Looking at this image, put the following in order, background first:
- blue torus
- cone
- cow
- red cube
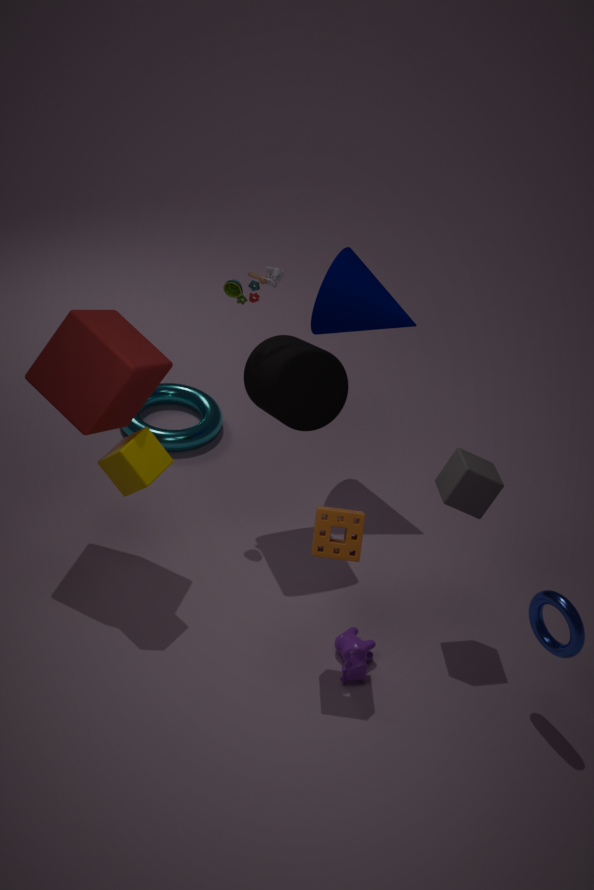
cone, cow, red cube, blue torus
